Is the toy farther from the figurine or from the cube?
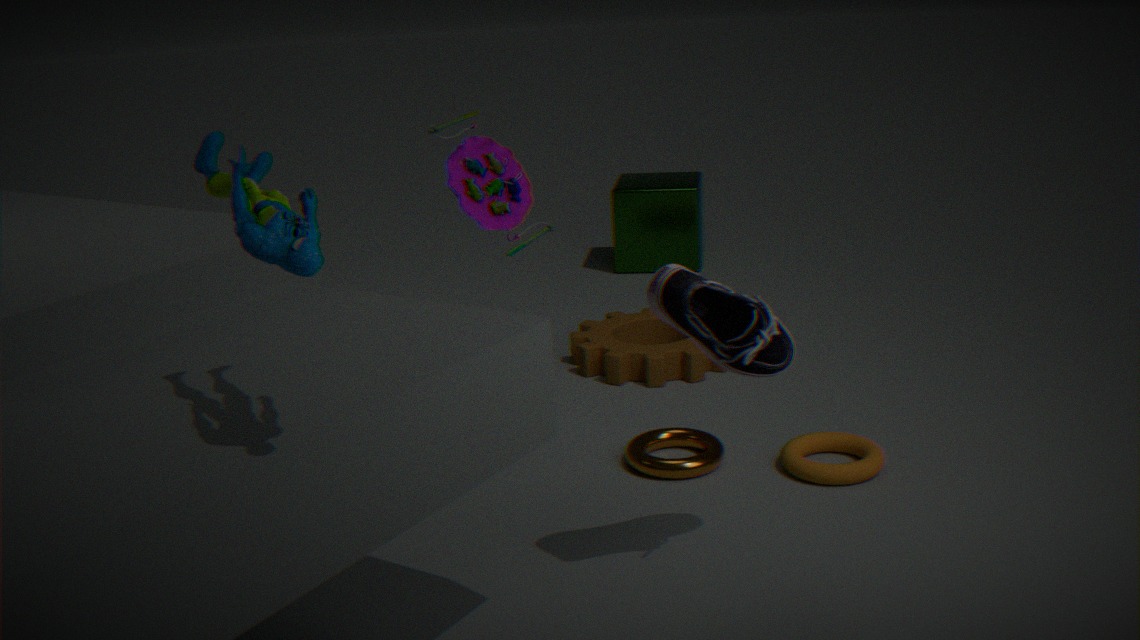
the cube
